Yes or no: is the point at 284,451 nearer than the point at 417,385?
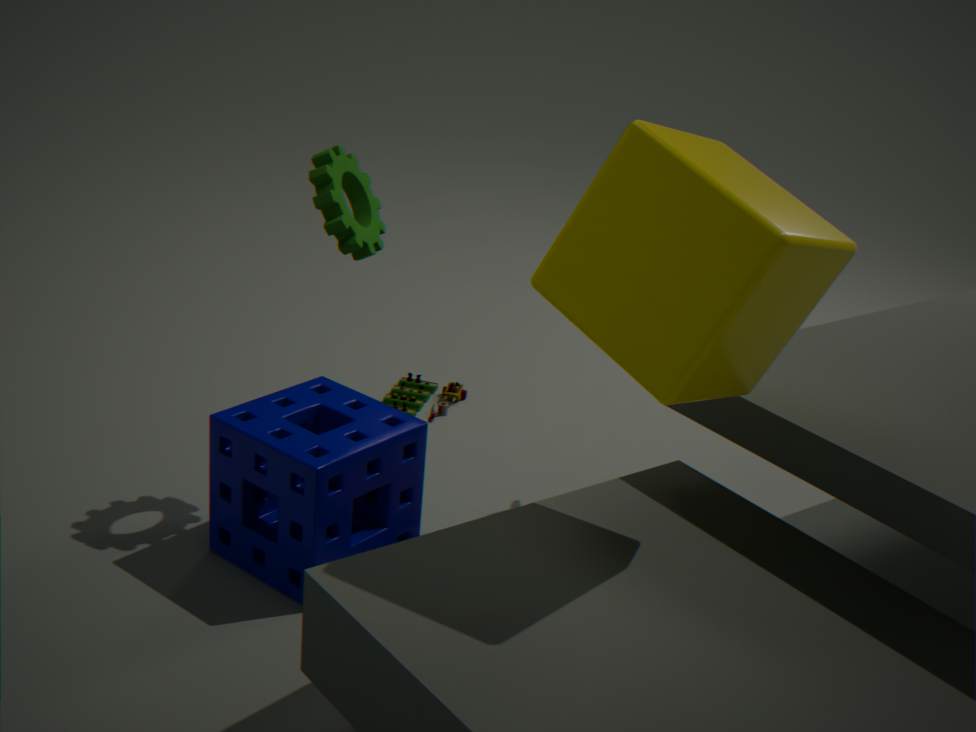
Yes
